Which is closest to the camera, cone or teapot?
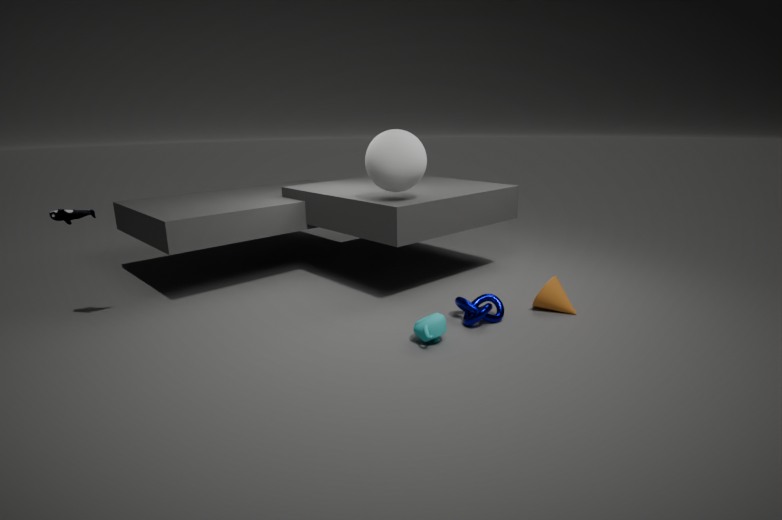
teapot
